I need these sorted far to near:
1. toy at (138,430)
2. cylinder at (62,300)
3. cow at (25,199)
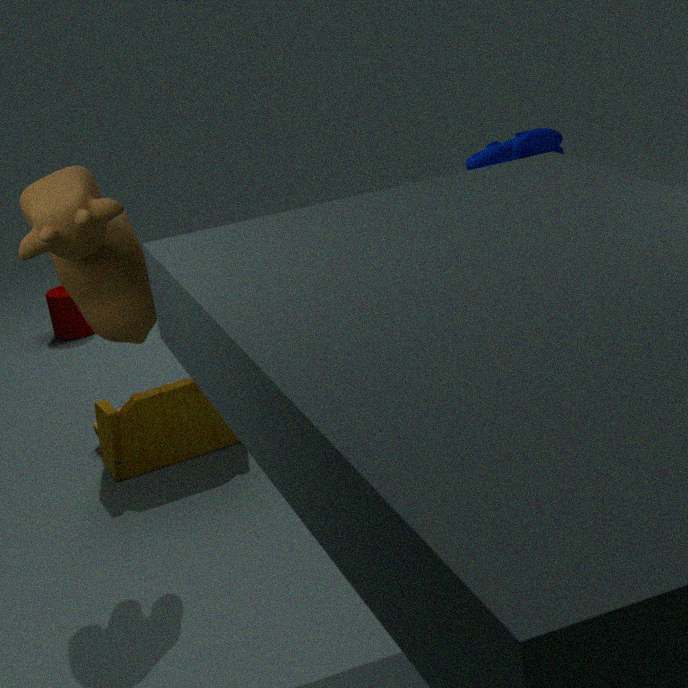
cylinder at (62,300)
toy at (138,430)
cow at (25,199)
